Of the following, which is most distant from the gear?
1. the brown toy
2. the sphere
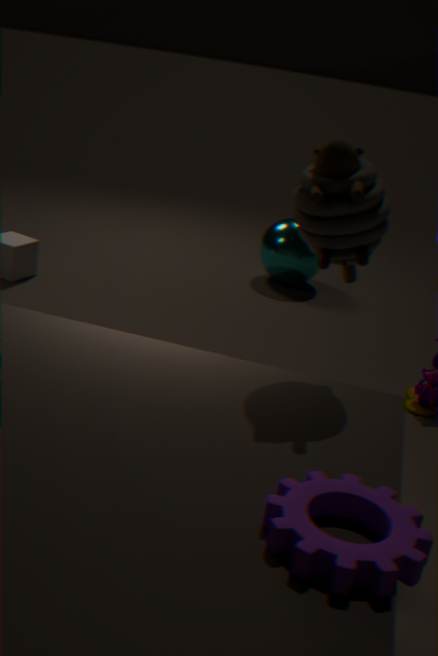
the sphere
